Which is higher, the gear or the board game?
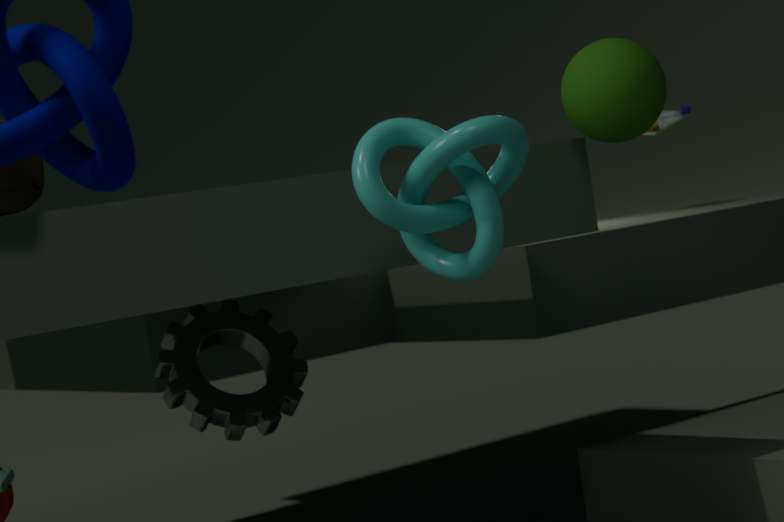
the board game
